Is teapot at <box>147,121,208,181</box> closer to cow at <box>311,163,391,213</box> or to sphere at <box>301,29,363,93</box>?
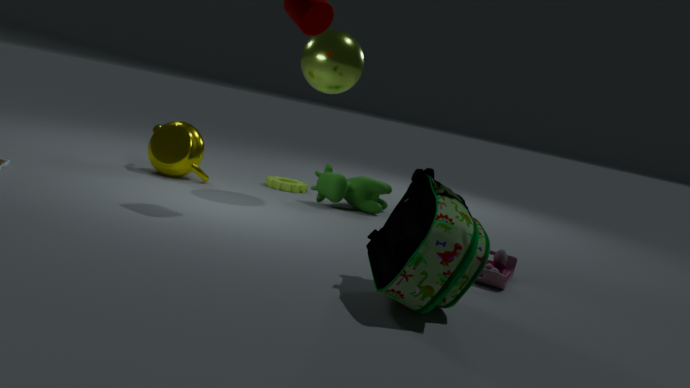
cow at <box>311,163,391,213</box>
